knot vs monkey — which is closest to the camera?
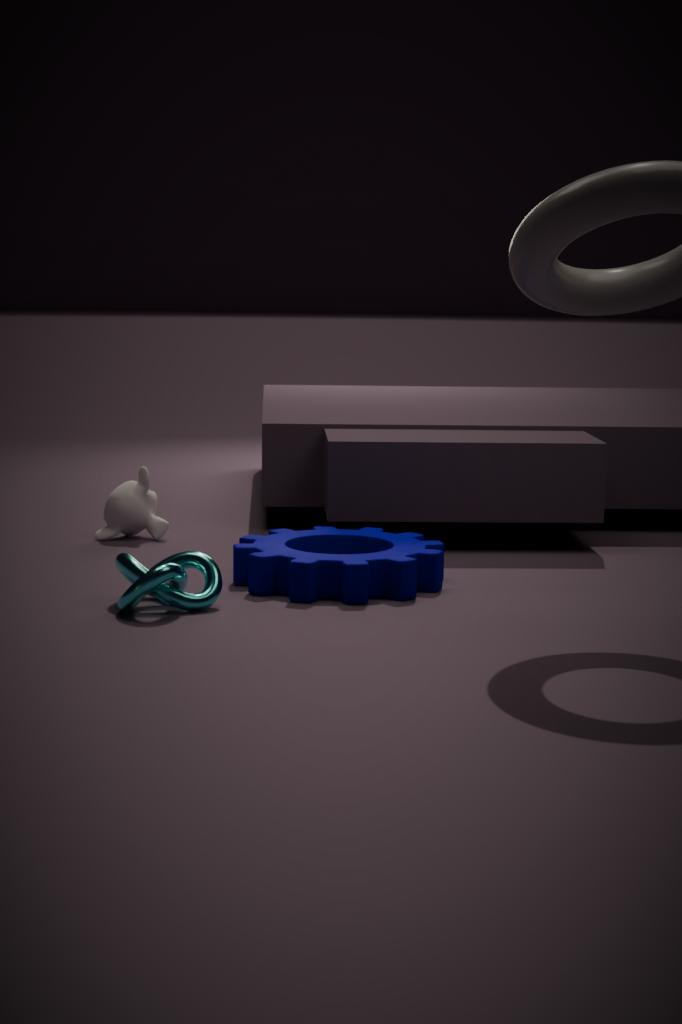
knot
